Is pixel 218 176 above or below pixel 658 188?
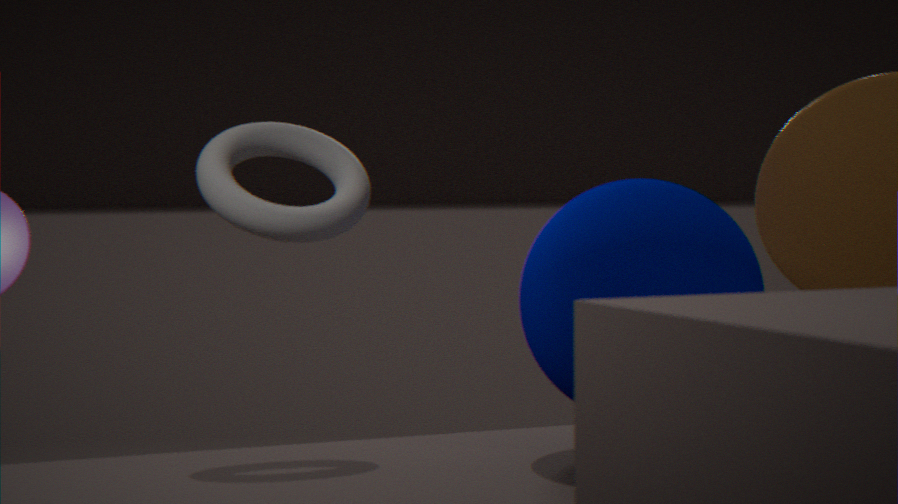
above
